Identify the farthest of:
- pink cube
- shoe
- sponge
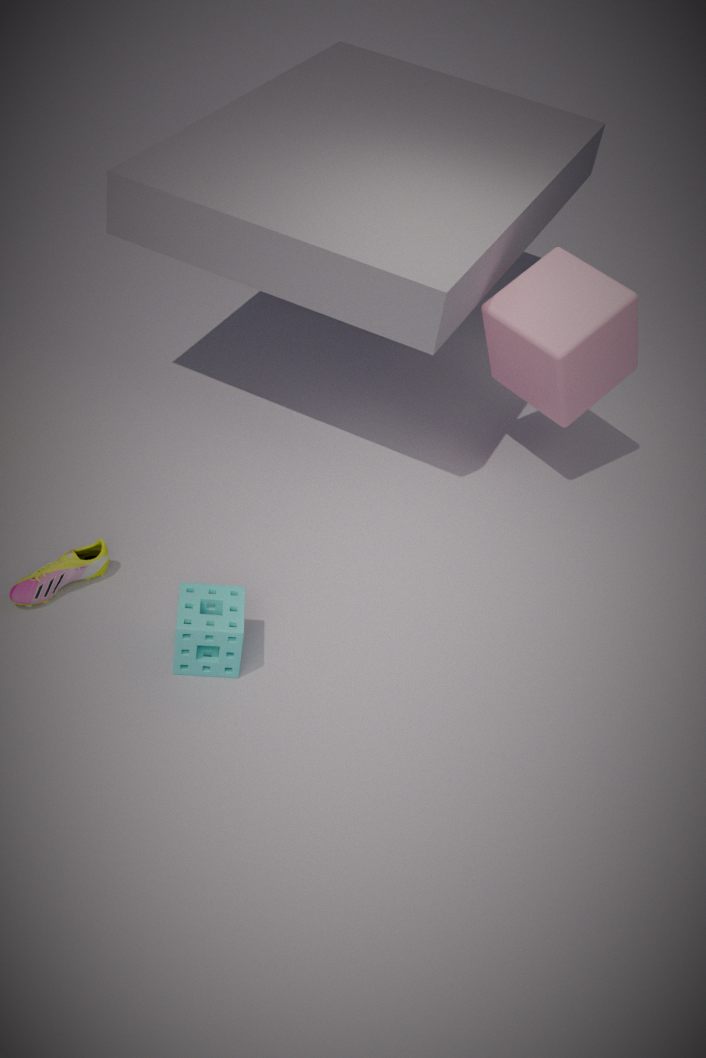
pink cube
